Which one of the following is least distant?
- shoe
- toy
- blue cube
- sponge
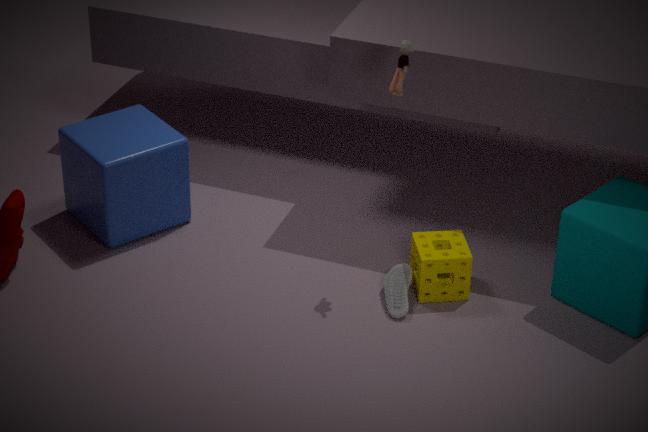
toy
